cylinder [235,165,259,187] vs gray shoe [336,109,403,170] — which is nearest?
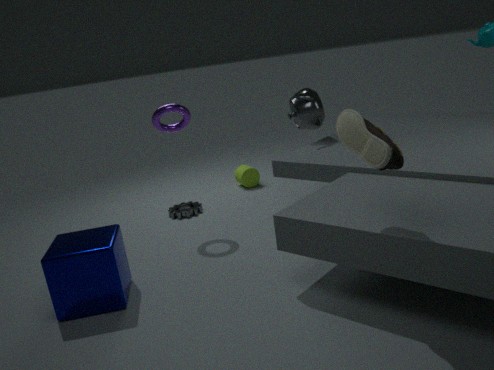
gray shoe [336,109,403,170]
